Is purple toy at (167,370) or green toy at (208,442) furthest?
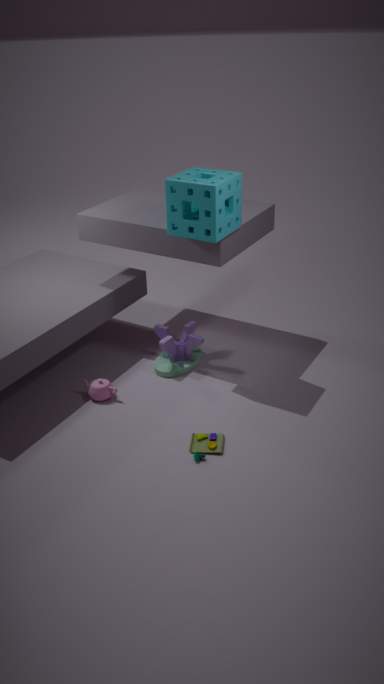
purple toy at (167,370)
